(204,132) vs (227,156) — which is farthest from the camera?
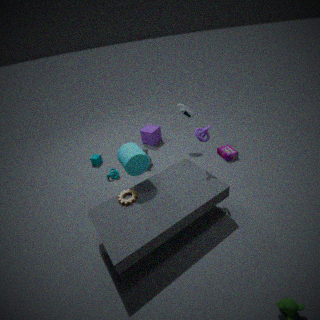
(227,156)
